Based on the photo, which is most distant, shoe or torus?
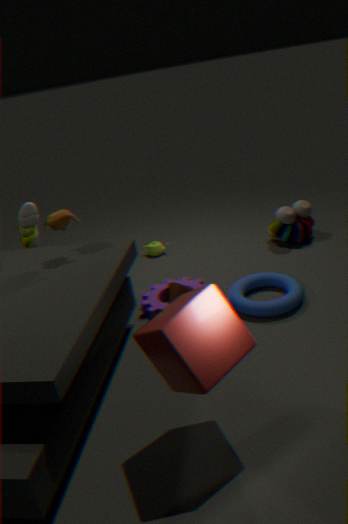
shoe
